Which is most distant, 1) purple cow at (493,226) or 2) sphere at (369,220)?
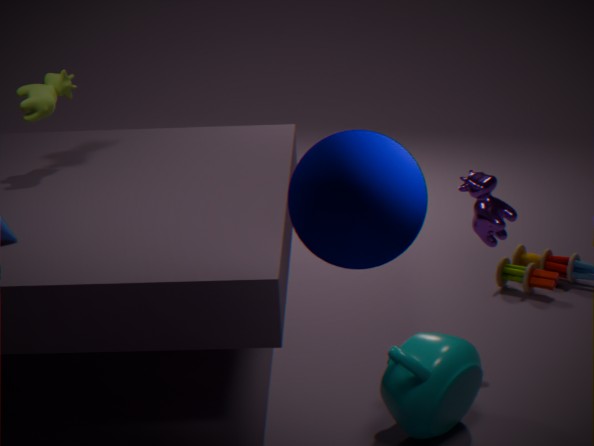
1. purple cow at (493,226)
